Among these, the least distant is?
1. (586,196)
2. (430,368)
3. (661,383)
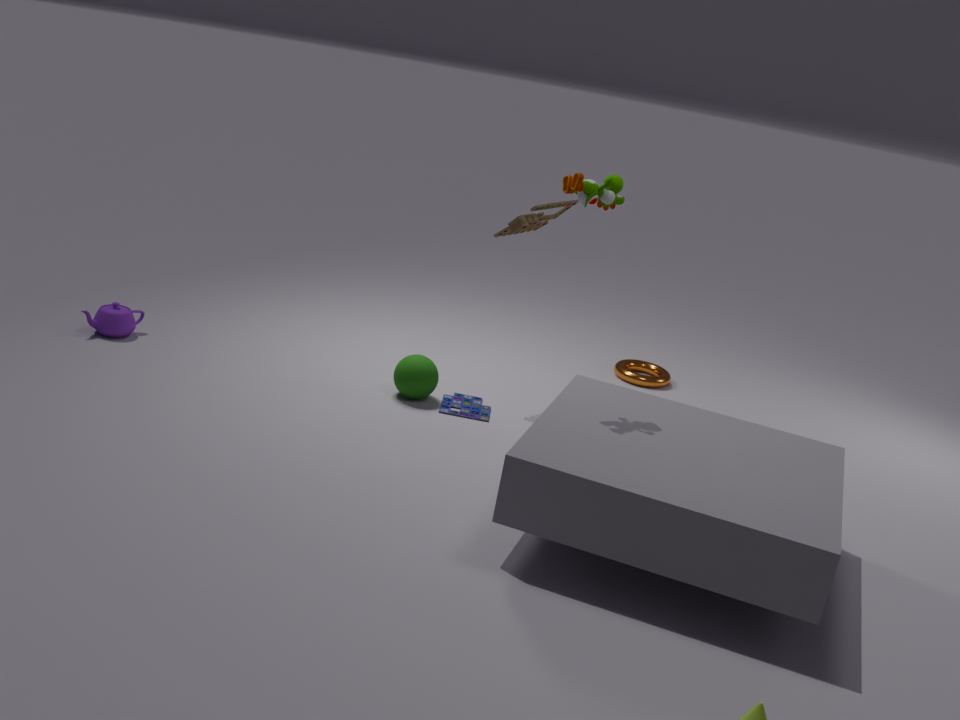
(586,196)
